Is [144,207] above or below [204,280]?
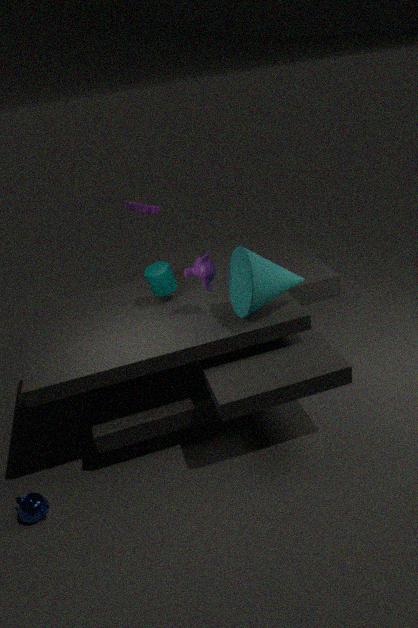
above
